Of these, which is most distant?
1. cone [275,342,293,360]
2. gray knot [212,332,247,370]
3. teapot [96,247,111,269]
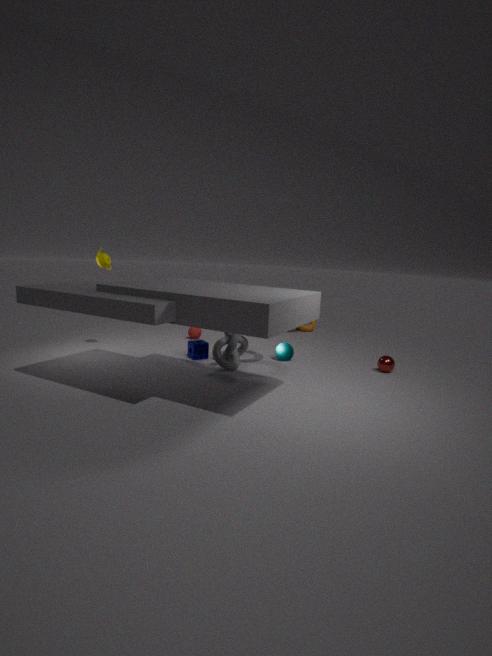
cone [275,342,293,360]
